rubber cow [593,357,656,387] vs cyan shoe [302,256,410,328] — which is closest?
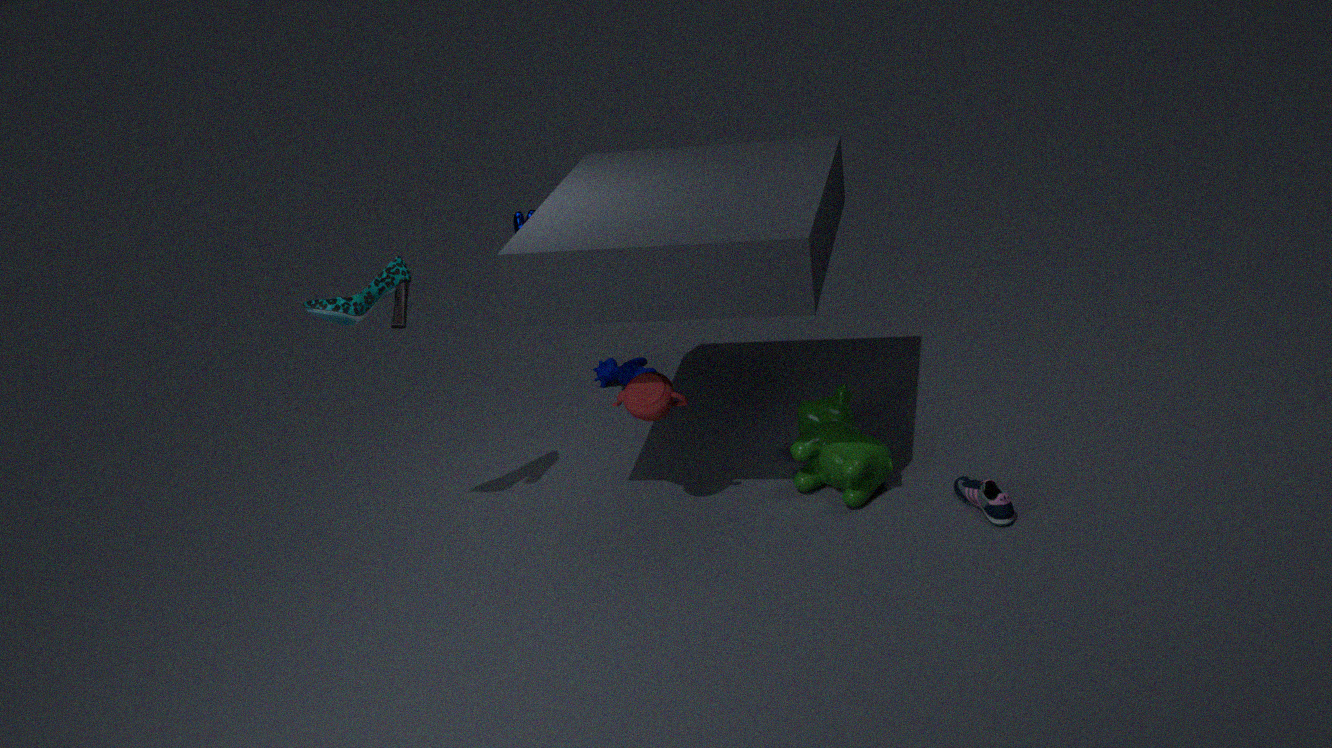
cyan shoe [302,256,410,328]
